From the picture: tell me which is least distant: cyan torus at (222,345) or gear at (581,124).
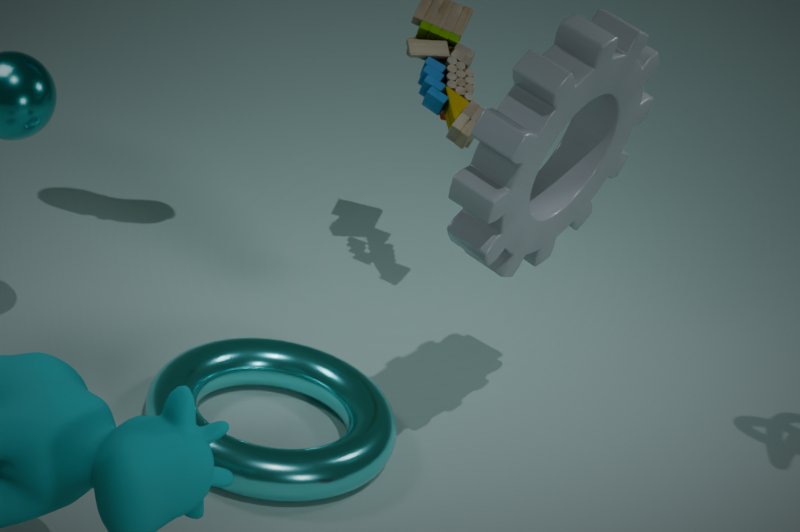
gear at (581,124)
